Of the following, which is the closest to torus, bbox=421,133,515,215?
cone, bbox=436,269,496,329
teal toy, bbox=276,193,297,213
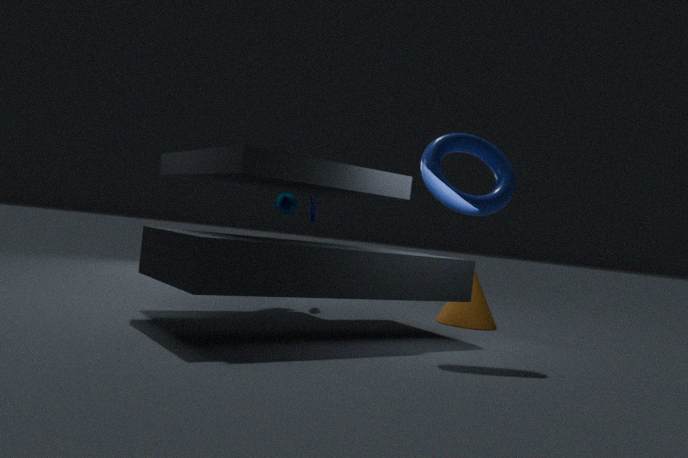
cone, bbox=436,269,496,329
